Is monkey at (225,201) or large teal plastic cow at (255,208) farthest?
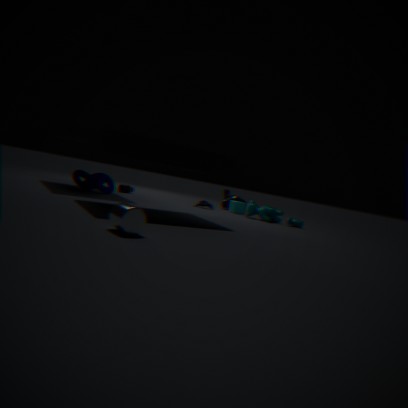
monkey at (225,201)
